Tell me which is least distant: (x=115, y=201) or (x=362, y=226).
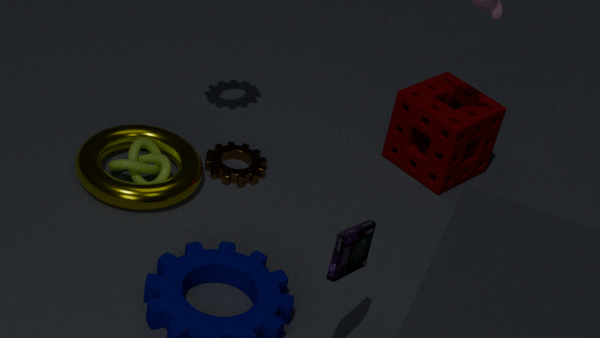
(x=362, y=226)
